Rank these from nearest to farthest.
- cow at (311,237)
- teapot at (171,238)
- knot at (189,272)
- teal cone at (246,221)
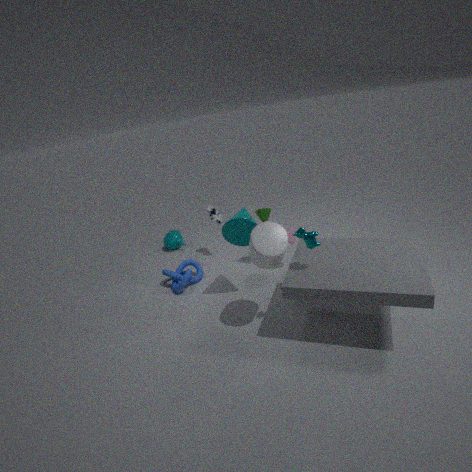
cow at (311,237), teal cone at (246,221), knot at (189,272), teapot at (171,238)
